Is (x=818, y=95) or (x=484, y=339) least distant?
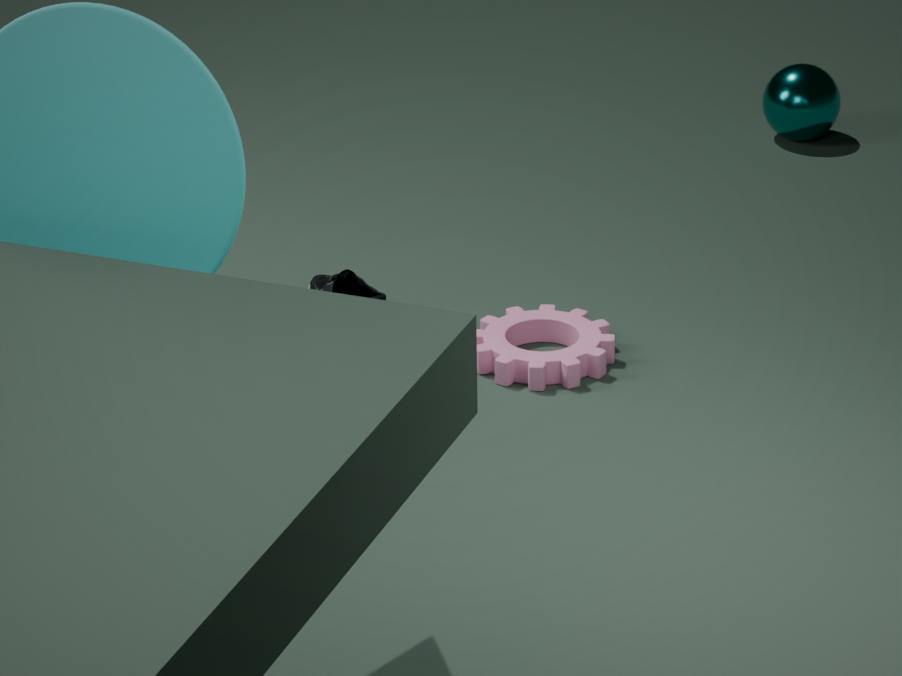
(x=484, y=339)
